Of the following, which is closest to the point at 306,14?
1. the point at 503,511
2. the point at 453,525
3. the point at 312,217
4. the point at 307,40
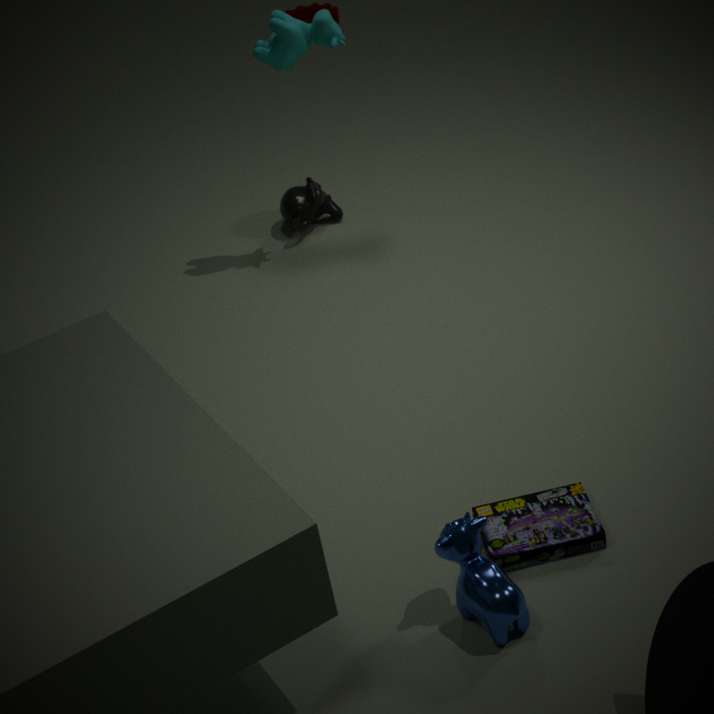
the point at 312,217
